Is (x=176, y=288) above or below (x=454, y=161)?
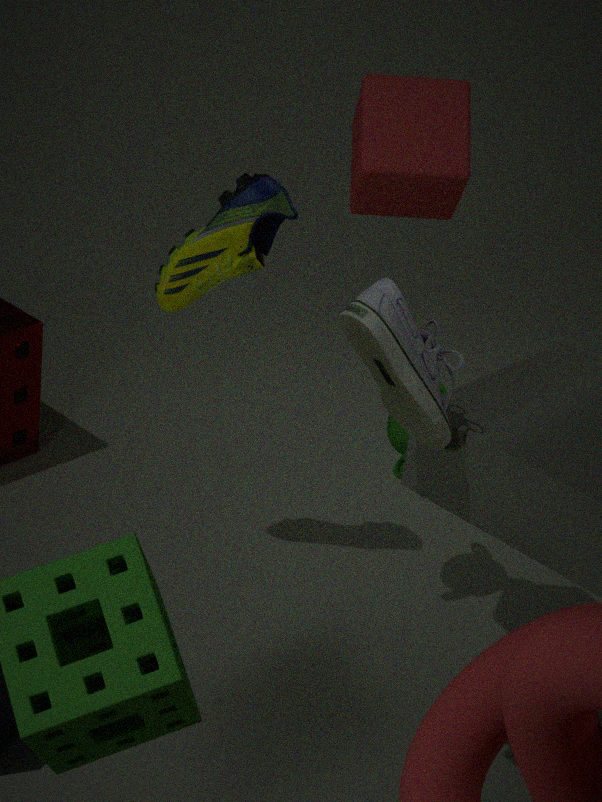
below
